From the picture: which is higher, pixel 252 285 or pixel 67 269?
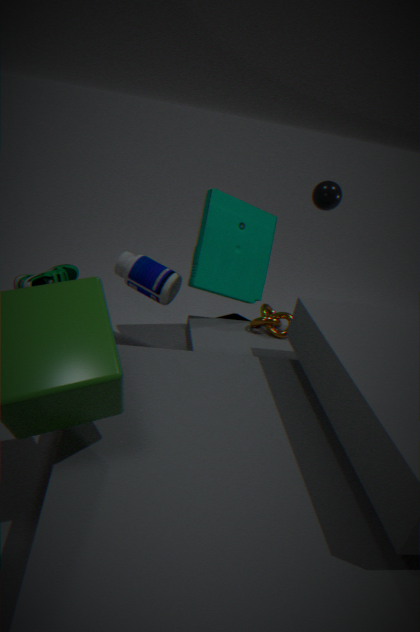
pixel 252 285
